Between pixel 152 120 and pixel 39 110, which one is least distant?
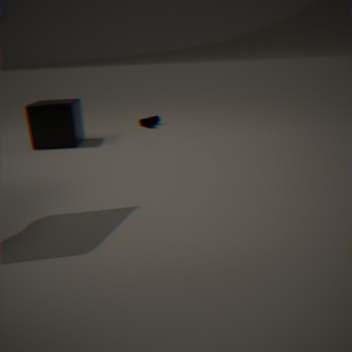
pixel 39 110
